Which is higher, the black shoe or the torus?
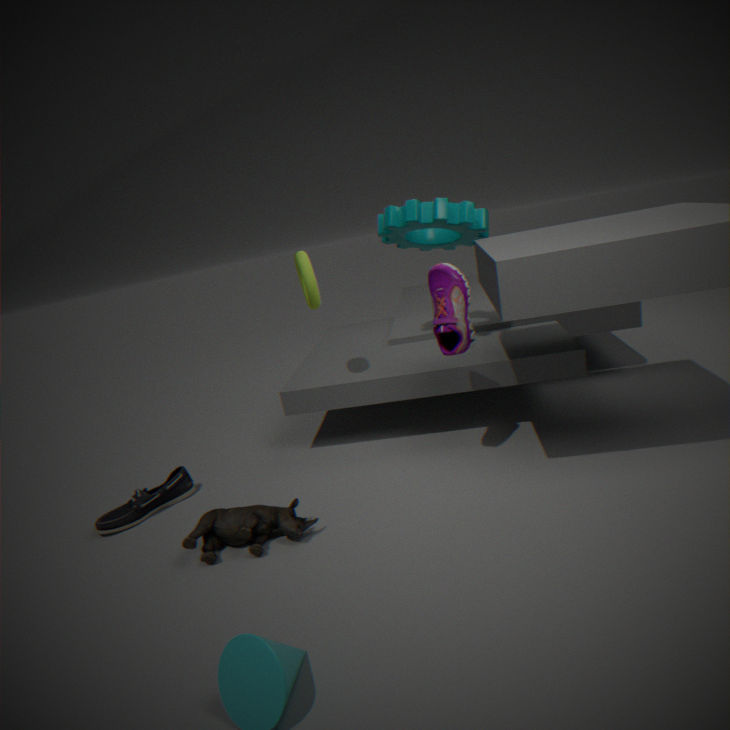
the torus
